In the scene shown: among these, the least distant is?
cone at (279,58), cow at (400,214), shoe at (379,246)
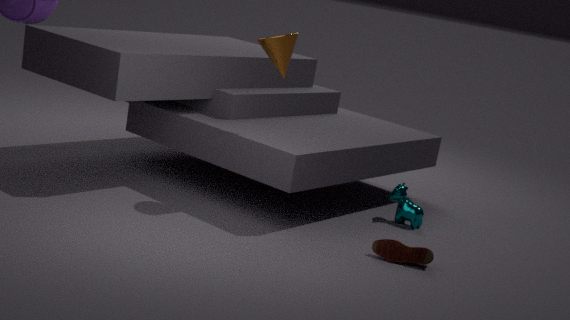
shoe at (379,246)
